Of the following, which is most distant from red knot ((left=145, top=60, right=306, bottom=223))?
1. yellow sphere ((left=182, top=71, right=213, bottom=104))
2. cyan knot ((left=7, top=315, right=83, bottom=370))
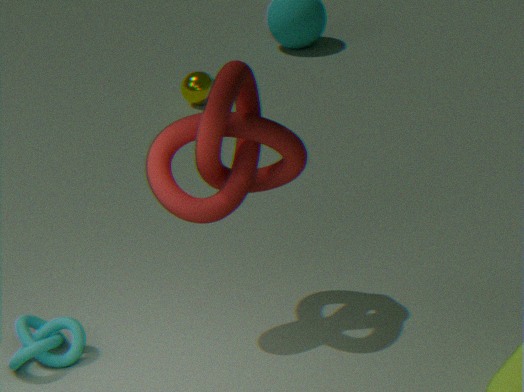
yellow sphere ((left=182, top=71, right=213, bottom=104))
